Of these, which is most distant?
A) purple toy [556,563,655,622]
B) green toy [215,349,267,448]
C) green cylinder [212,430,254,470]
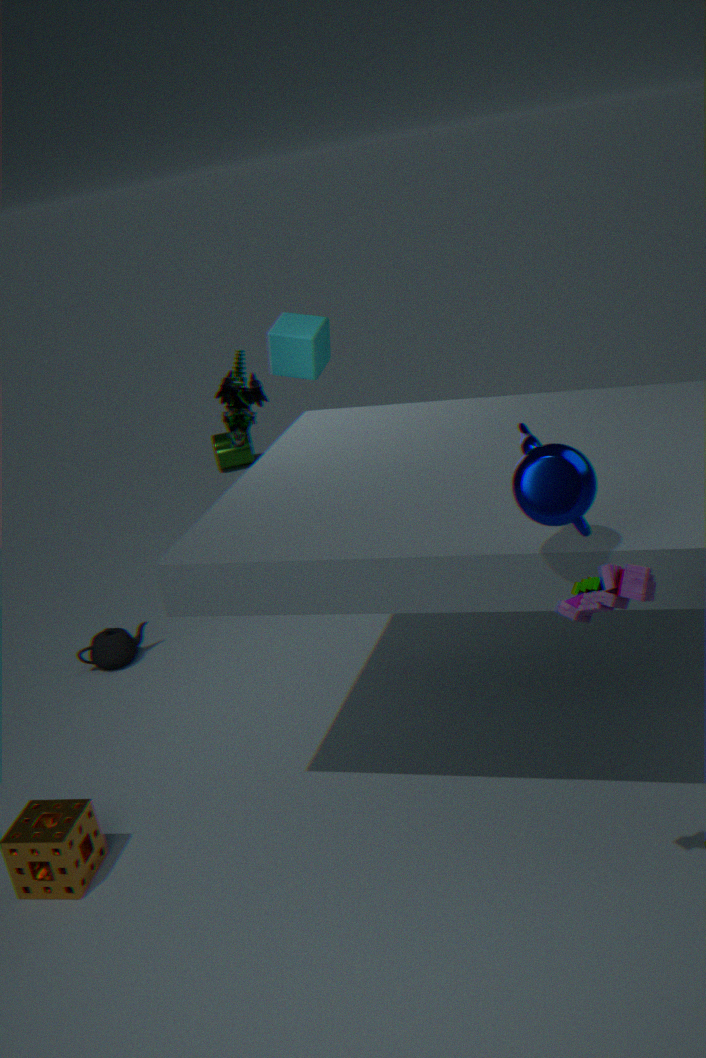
green cylinder [212,430,254,470]
